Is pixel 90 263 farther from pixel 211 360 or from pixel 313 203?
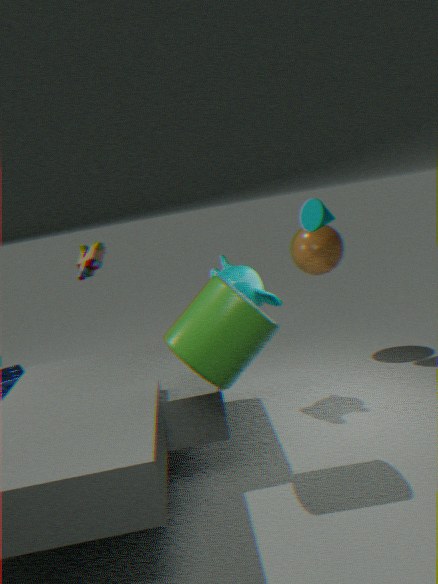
pixel 211 360
